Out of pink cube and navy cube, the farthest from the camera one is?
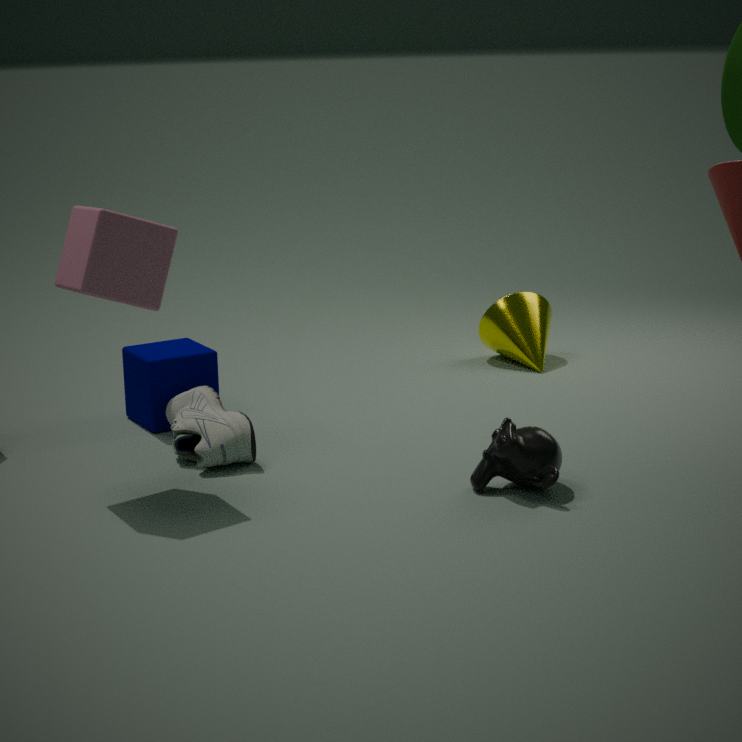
navy cube
